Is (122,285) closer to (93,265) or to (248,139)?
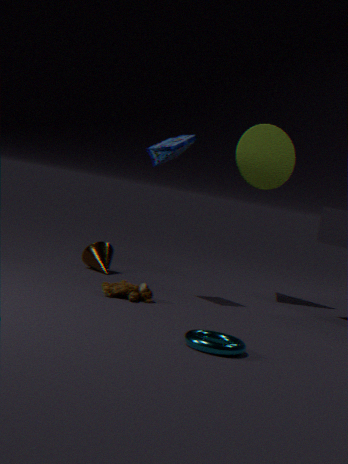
(93,265)
